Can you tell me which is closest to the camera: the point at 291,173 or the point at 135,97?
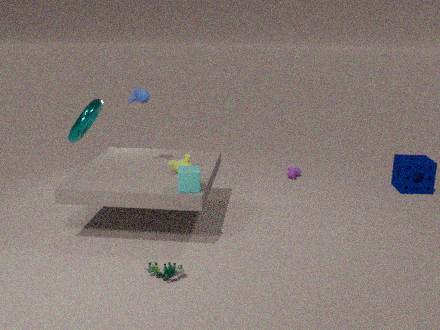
the point at 135,97
